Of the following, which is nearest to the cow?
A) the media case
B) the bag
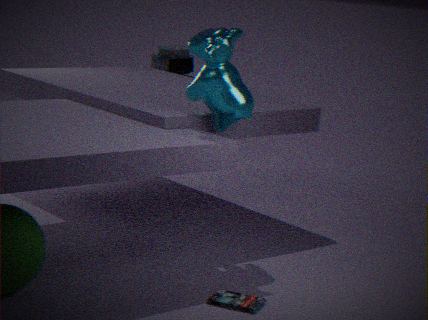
the media case
